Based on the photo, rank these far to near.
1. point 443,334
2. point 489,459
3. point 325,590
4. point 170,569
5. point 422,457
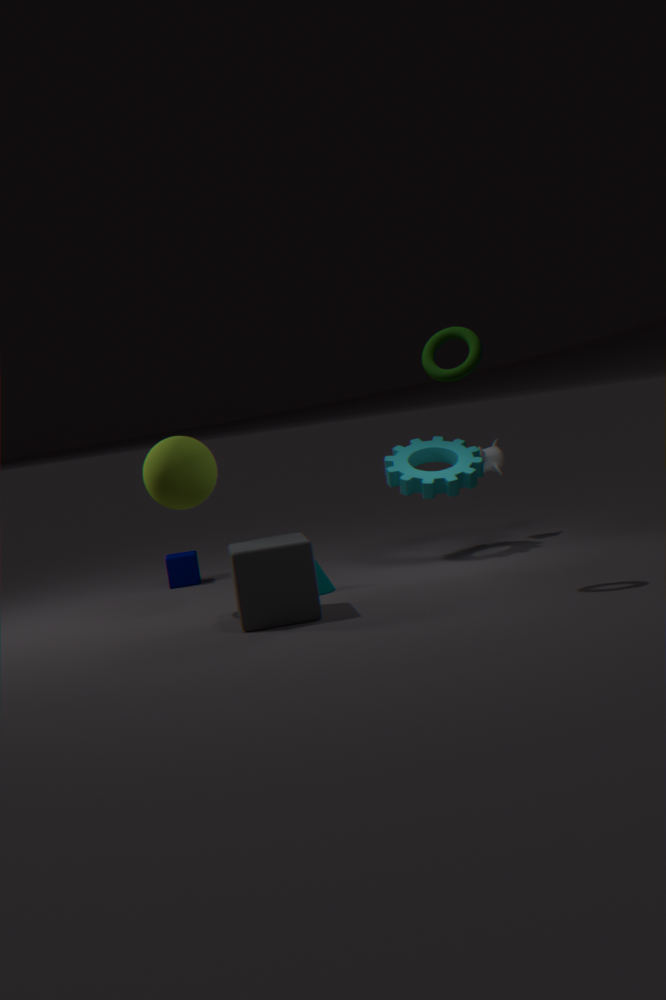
1. point 489,459
2. point 170,569
3. point 422,457
4. point 325,590
5. point 443,334
